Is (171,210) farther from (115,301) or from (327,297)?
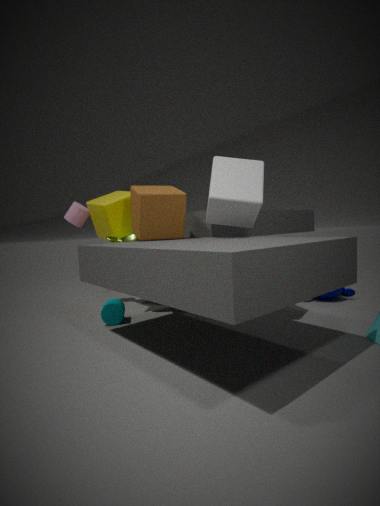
(327,297)
